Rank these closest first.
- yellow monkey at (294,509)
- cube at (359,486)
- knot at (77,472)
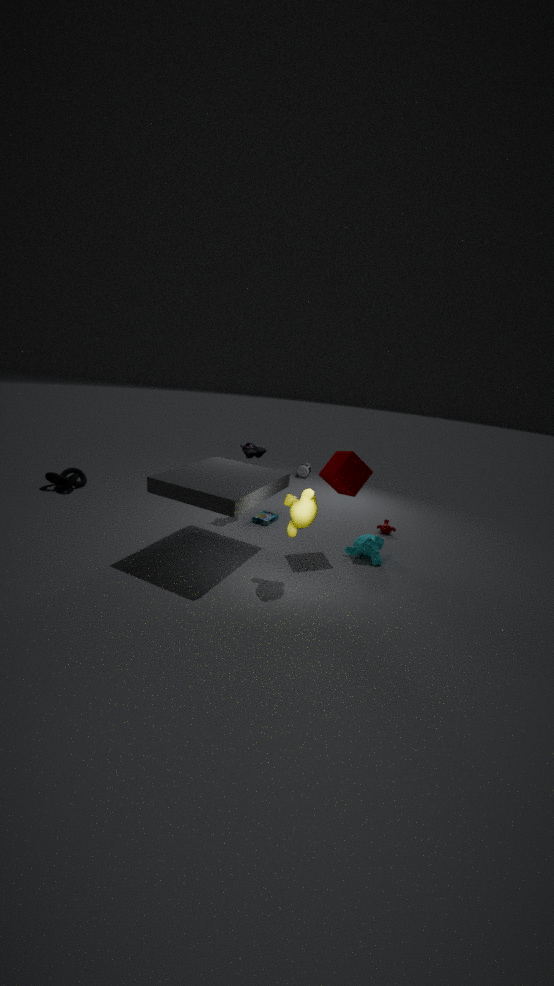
yellow monkey at (294,509)
cube at (359,486)
knot at (77,472)
